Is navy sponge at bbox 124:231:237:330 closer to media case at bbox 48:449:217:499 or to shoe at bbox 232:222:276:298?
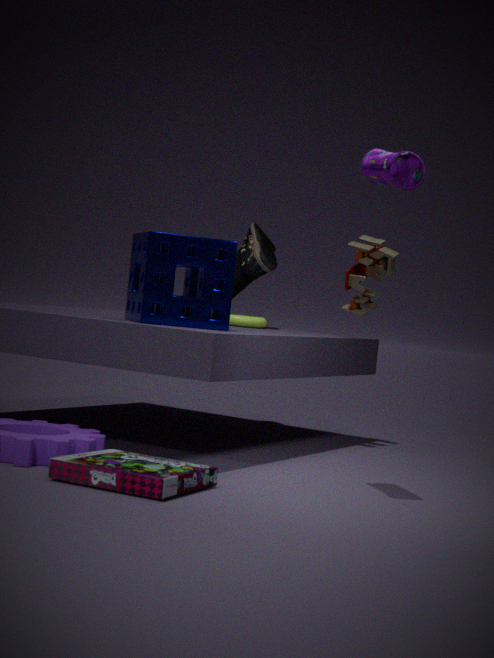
media case at bbox 48:449:217:499
